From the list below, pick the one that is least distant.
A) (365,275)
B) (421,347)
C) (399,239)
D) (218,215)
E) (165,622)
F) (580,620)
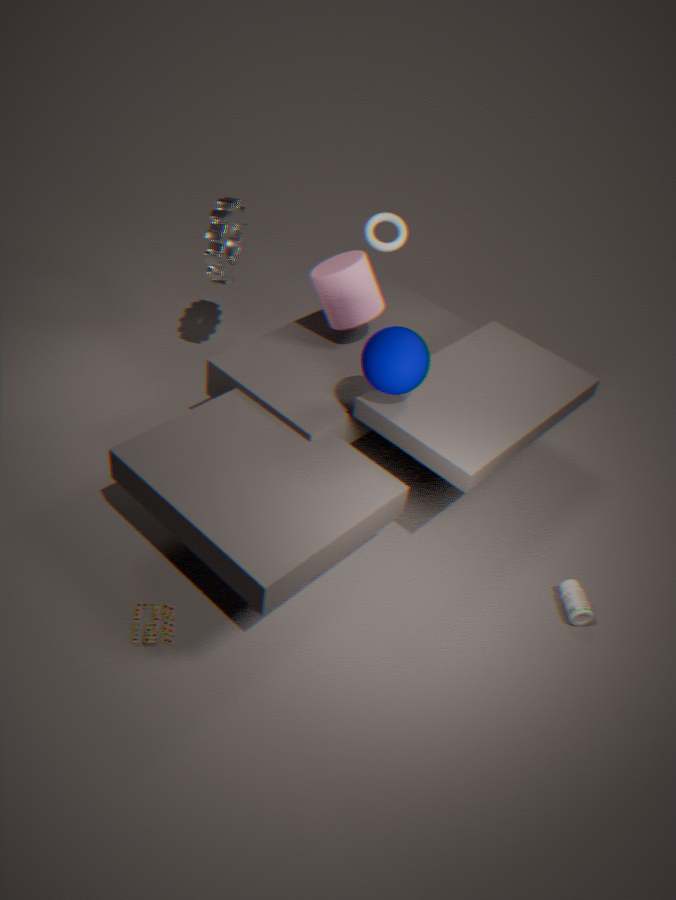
E. (165,622)
